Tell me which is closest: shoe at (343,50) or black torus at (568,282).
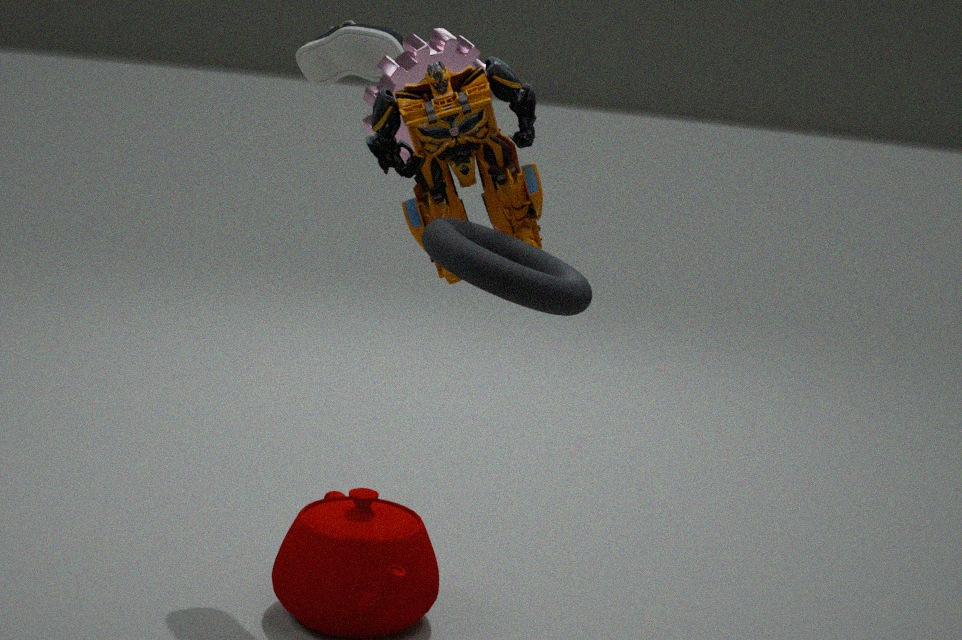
black torus at (568,282)
